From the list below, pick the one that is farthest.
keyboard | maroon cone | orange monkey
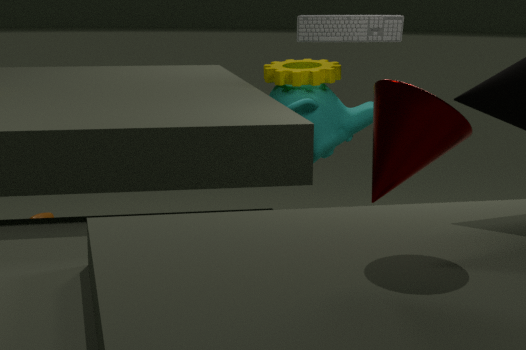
orange monkey
